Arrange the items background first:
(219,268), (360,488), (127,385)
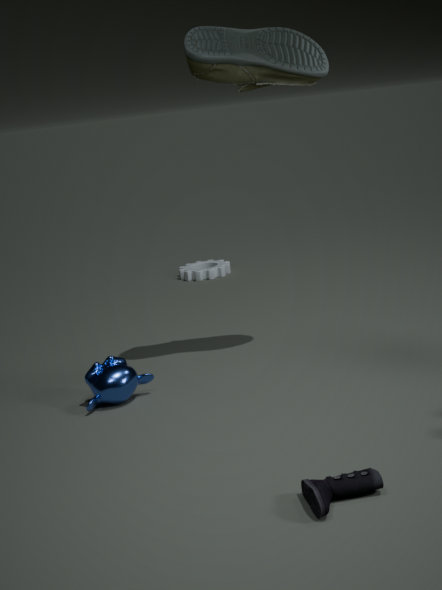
(219,268), (127,385), (360,488)
